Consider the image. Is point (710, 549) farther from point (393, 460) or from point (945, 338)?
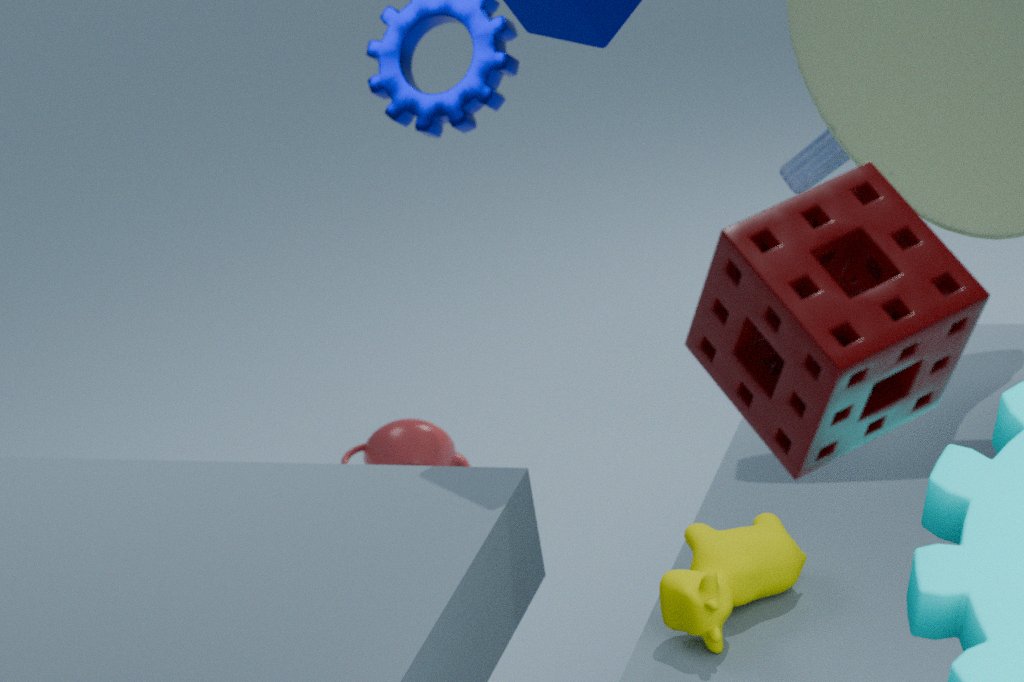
point (393, 460)
